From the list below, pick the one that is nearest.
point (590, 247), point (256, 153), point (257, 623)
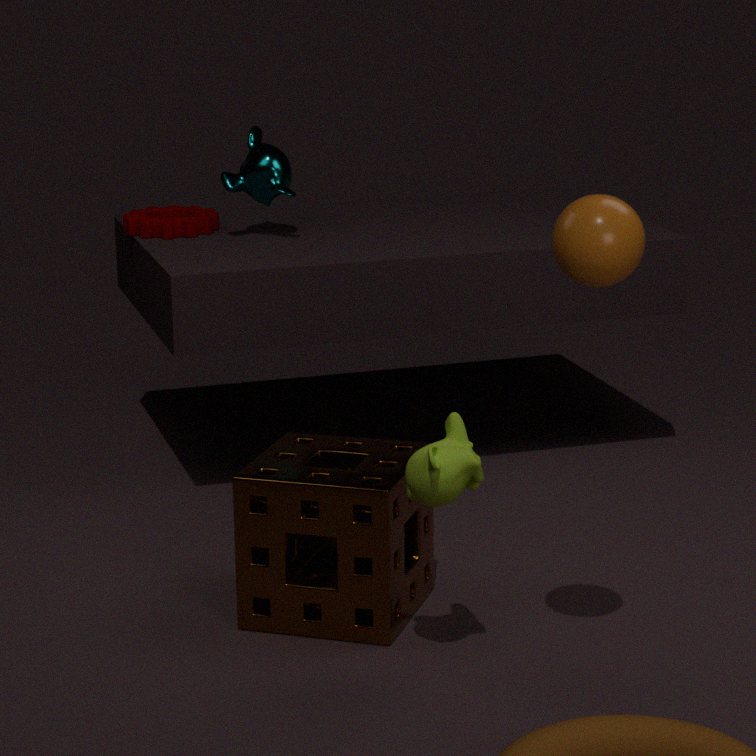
point (590, 247)
